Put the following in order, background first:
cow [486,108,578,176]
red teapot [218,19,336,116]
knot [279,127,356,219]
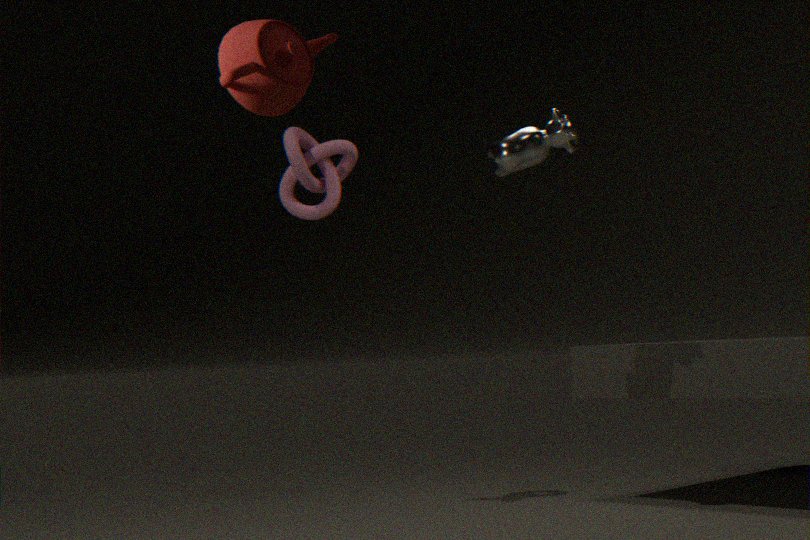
1. knot [279,127,356,219]
2. cow [486,108,578,176]
3. red teapot [218,19,336,116]
